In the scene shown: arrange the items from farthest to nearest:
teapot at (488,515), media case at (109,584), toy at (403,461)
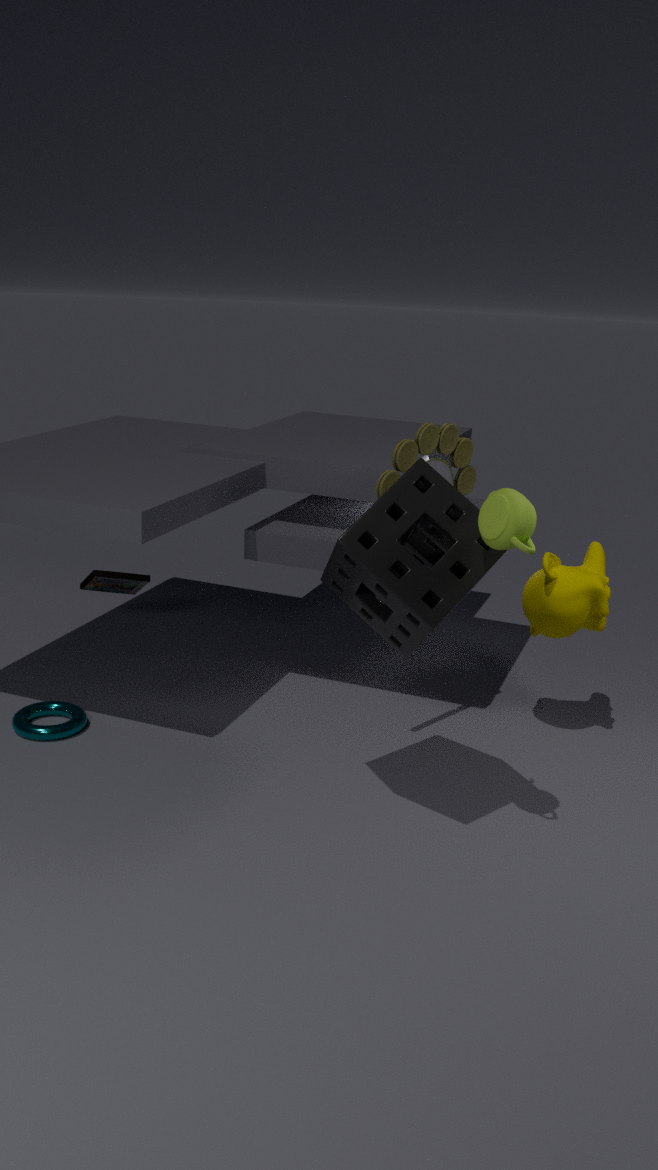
1. media case at (109,584)
2. toy at (403,461)
3. teapot at (488,515)
